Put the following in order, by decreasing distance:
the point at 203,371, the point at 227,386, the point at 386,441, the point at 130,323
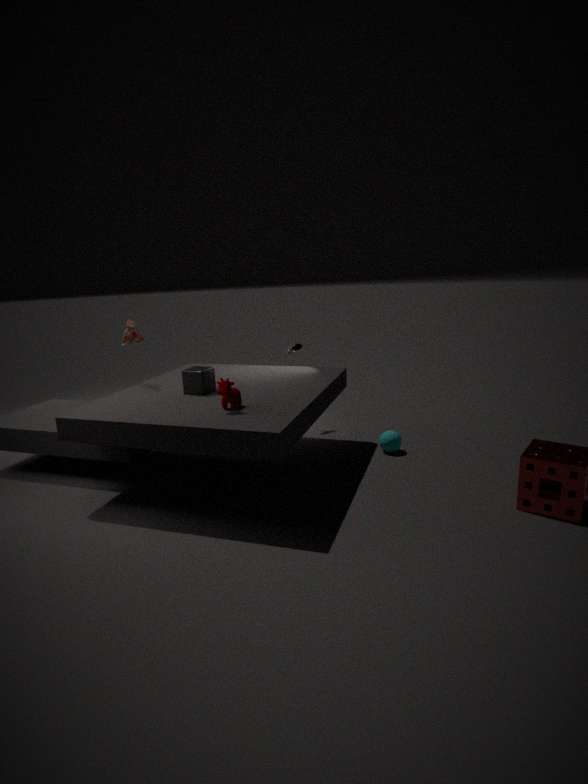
the point at 386,441 < the point at 130,323 < the point at 203,371 < the point at 227,386
